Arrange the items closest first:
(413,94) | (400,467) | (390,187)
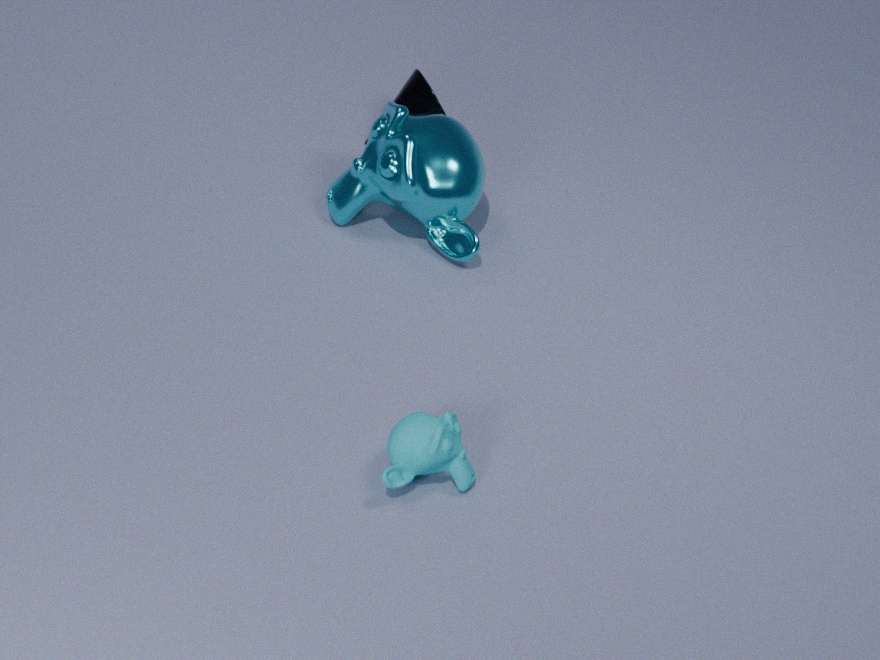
(400,467), (390,187), (413,94)
